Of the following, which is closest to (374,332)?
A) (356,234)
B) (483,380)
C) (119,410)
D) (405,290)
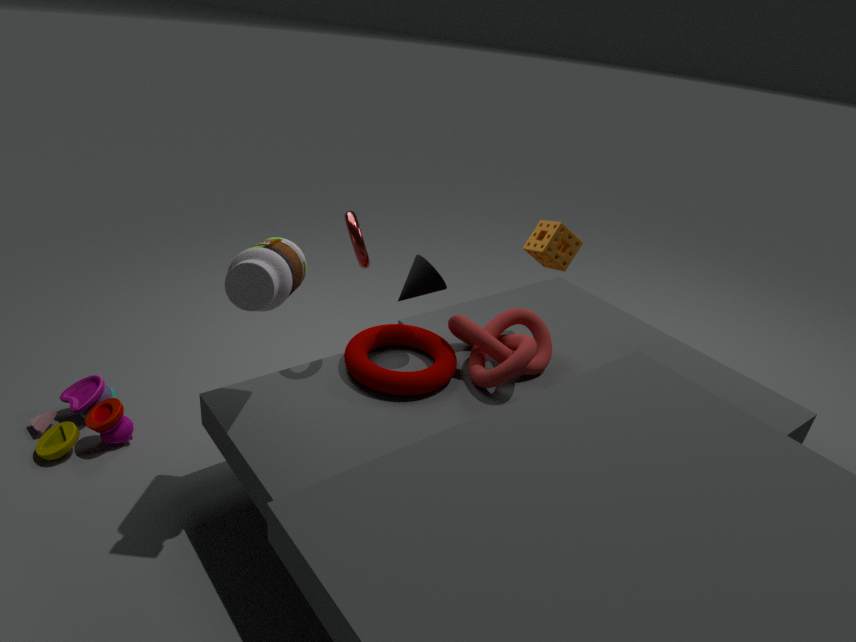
(405,290)
